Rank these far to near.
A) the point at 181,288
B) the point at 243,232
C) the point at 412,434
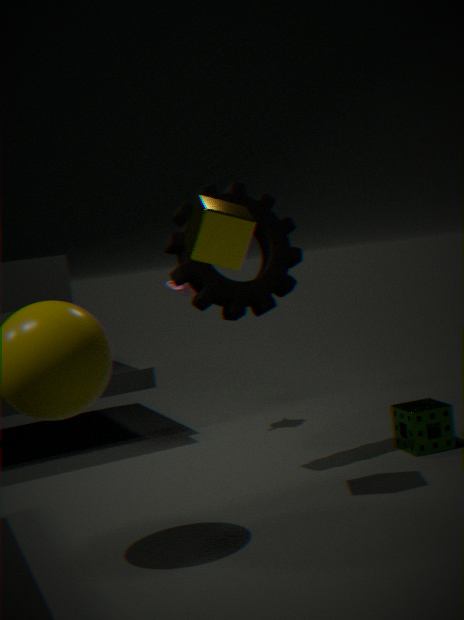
the point at 181,288
the point at 412,434
the point at 243,232
